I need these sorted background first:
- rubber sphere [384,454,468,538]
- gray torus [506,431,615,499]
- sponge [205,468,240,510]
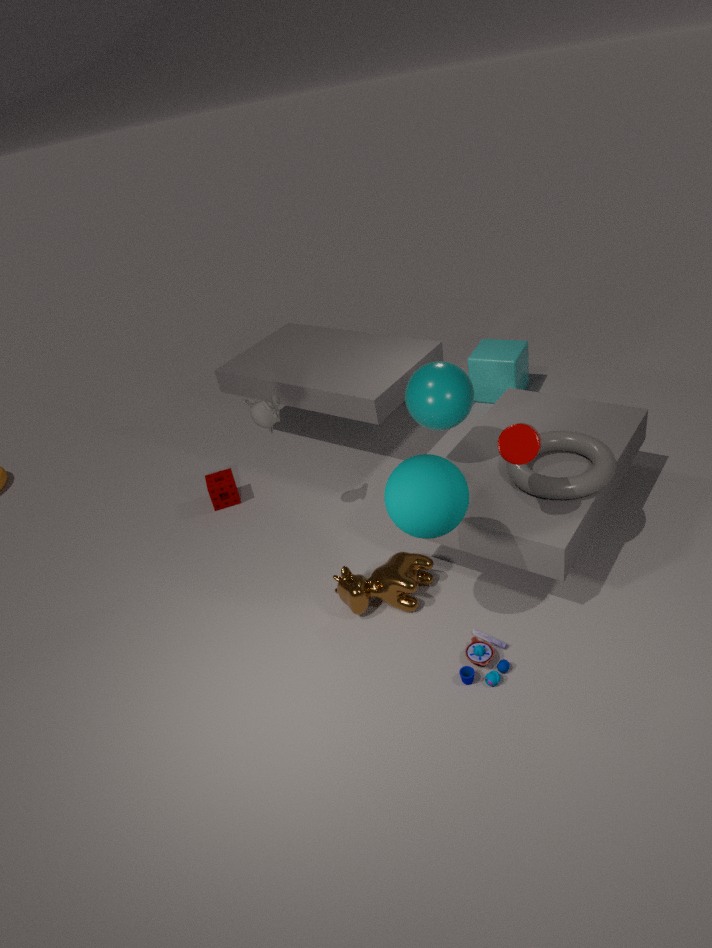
sponge [205,468,240,510] < gray torus [506,431,615,499] < rubber sphere [384,454,468,538]
